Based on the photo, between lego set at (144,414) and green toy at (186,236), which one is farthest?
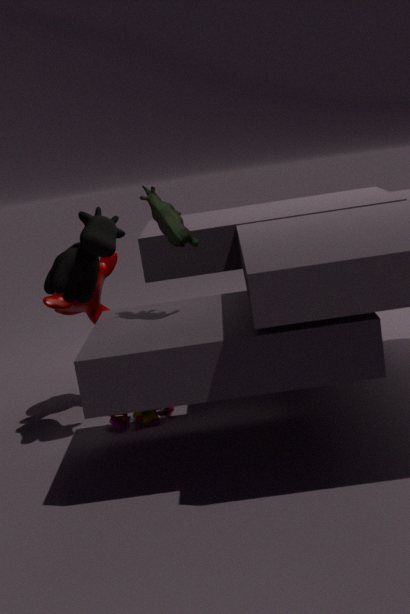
lego set at (144,414)
